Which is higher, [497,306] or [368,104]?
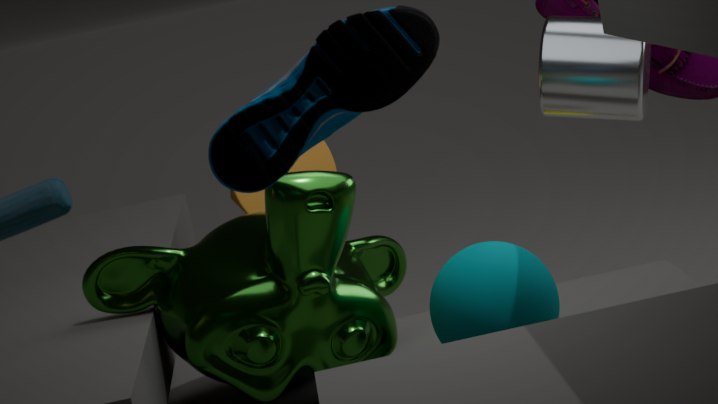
[368,104]
